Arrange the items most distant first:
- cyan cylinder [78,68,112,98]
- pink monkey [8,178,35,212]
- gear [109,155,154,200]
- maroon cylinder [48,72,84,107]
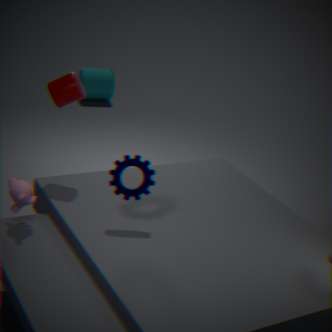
cyan cylinder [78,68,112,98], maroon cylinder [48,72,84,107], gear [109,155,154,200], pink monkey [8,178,35,212]
